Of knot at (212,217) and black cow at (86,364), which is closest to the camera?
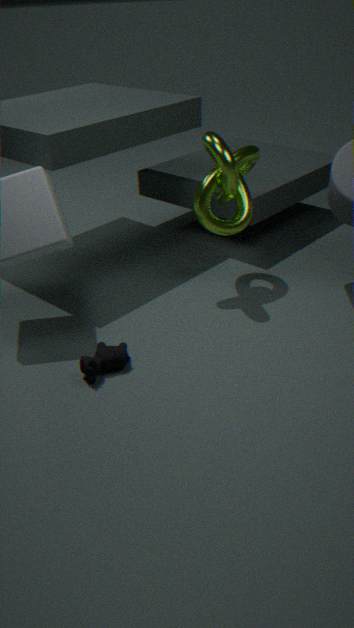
black cow at (86,364)
